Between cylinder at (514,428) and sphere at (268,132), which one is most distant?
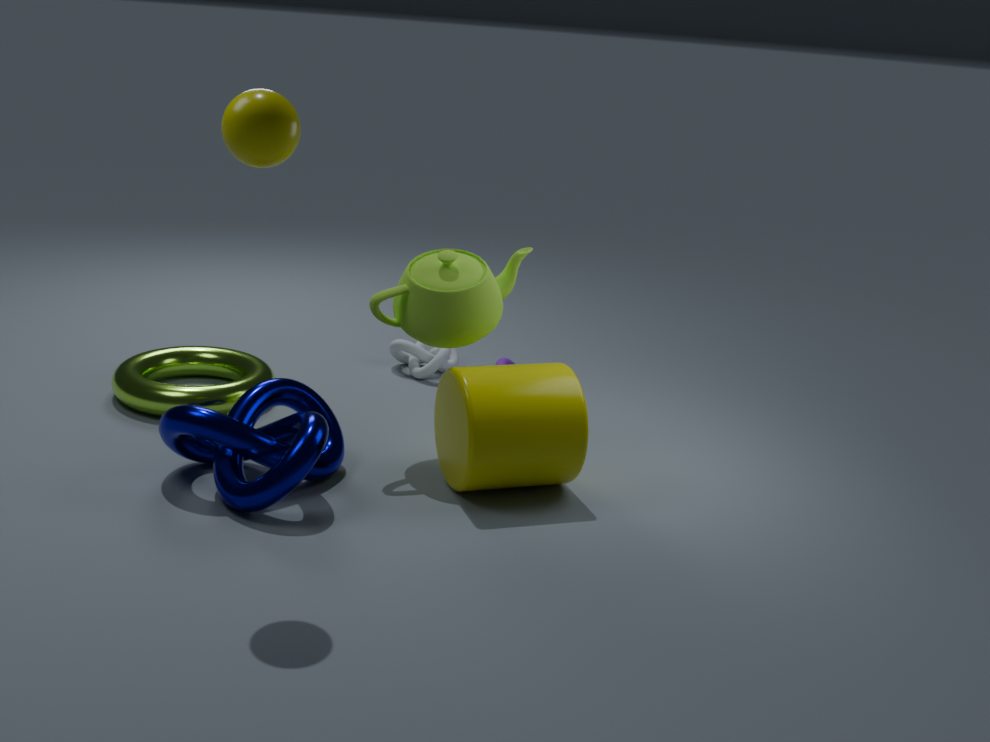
cylinder at (514,428)
